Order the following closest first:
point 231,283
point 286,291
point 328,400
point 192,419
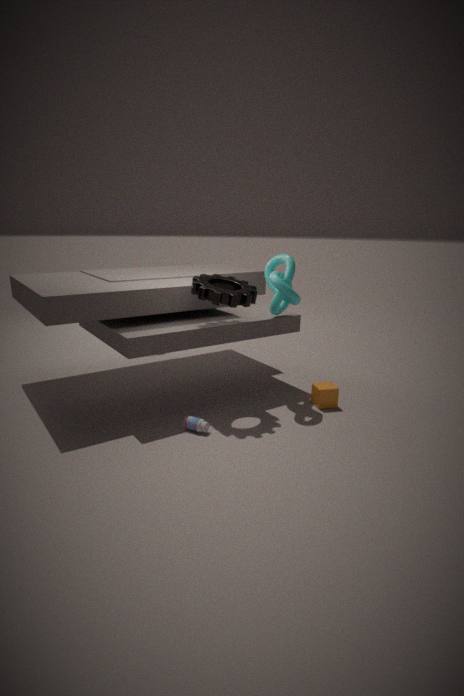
point 192,419
point 286,291
point 231,283
point 328,400
